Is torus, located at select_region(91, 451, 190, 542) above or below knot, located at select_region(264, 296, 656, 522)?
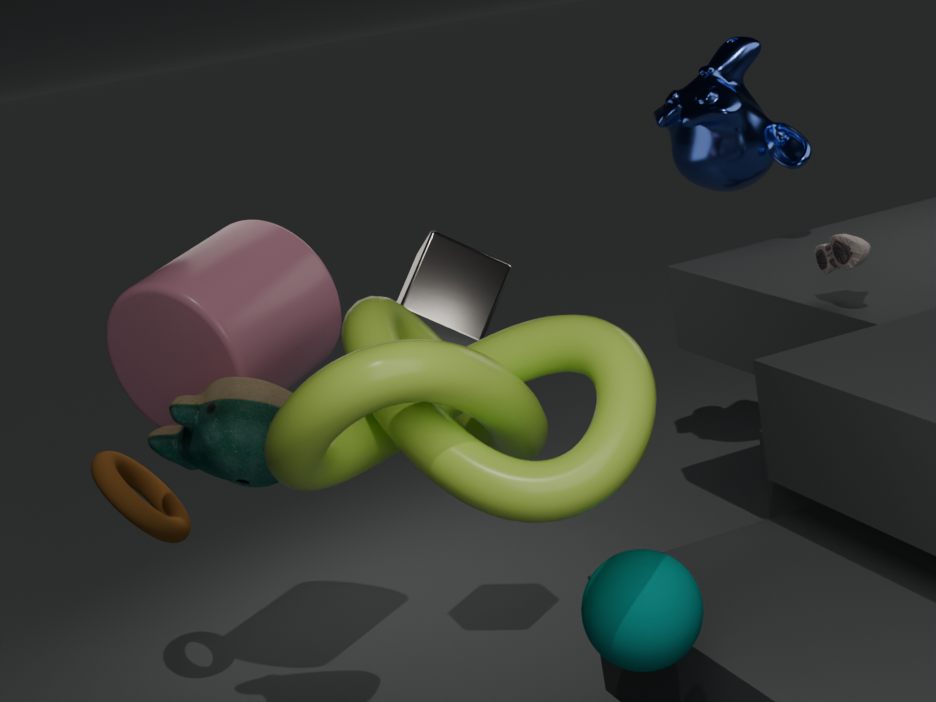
below
